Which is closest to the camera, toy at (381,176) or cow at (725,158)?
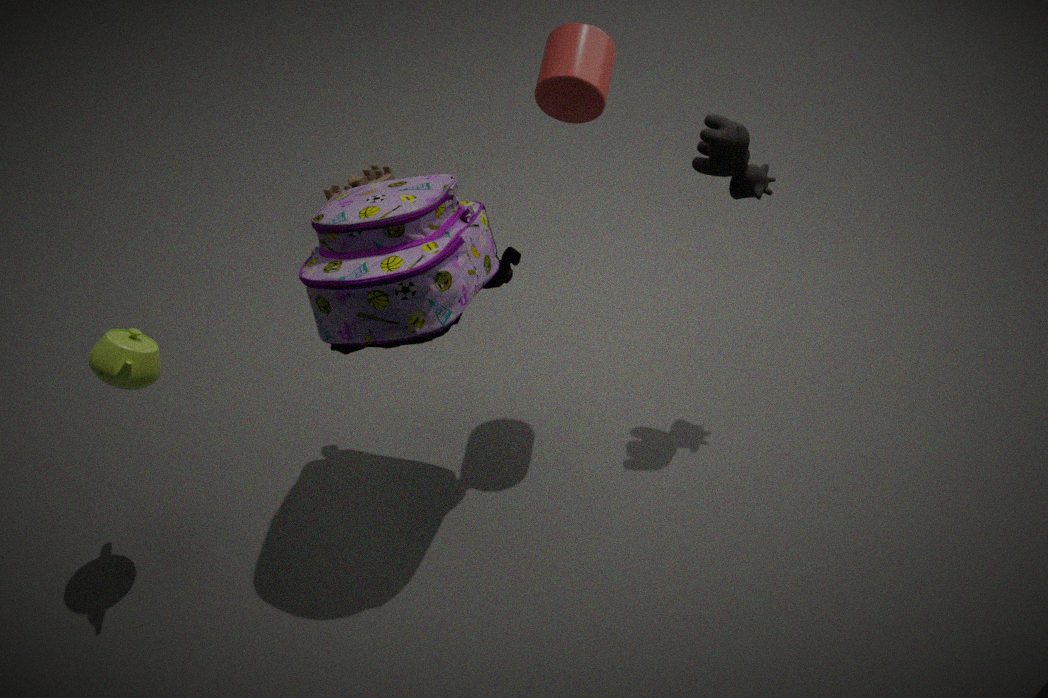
cow at (725,158)
